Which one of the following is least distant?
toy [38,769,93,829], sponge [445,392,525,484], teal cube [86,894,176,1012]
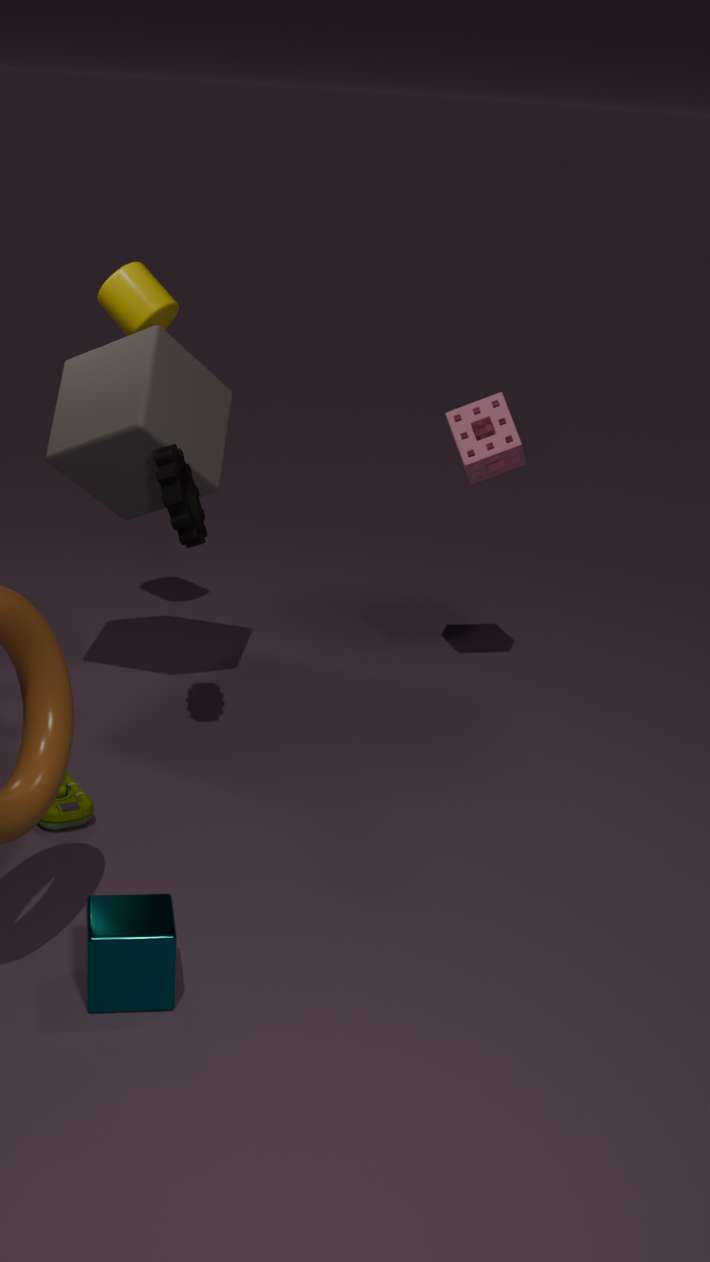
teal cube [86,894,176,1012]
